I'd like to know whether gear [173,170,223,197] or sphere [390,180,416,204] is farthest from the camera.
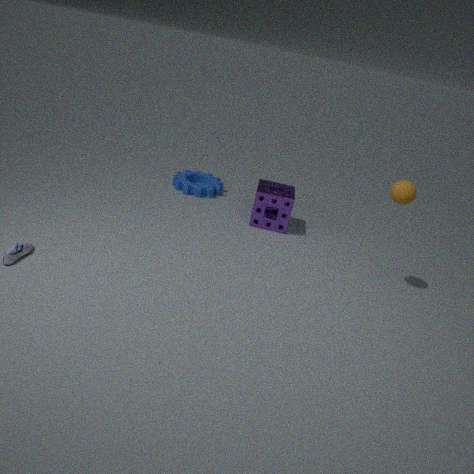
gear [173,170,223,197]
